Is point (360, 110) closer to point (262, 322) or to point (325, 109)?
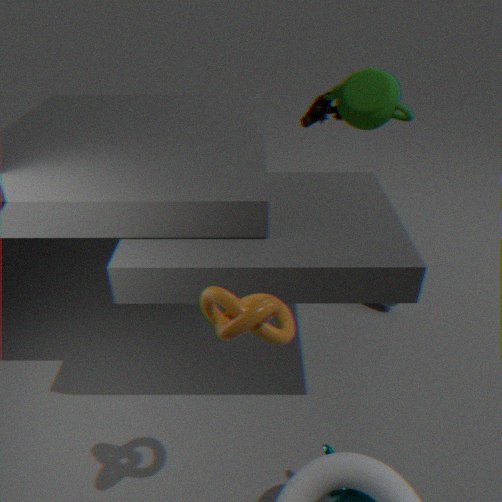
point (325, 109)
